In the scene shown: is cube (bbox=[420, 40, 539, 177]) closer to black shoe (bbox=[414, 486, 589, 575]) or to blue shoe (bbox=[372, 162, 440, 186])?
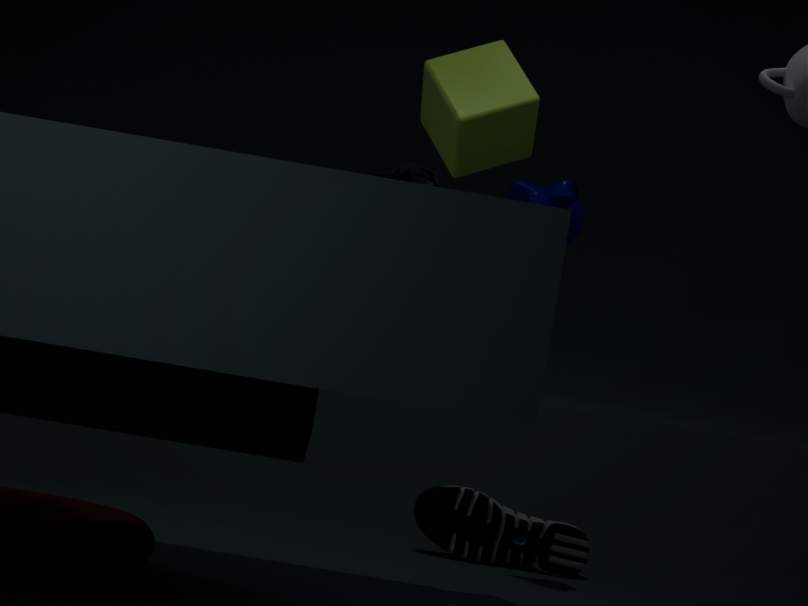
blue shoe (bbox=[372, 162, 440, 186])
